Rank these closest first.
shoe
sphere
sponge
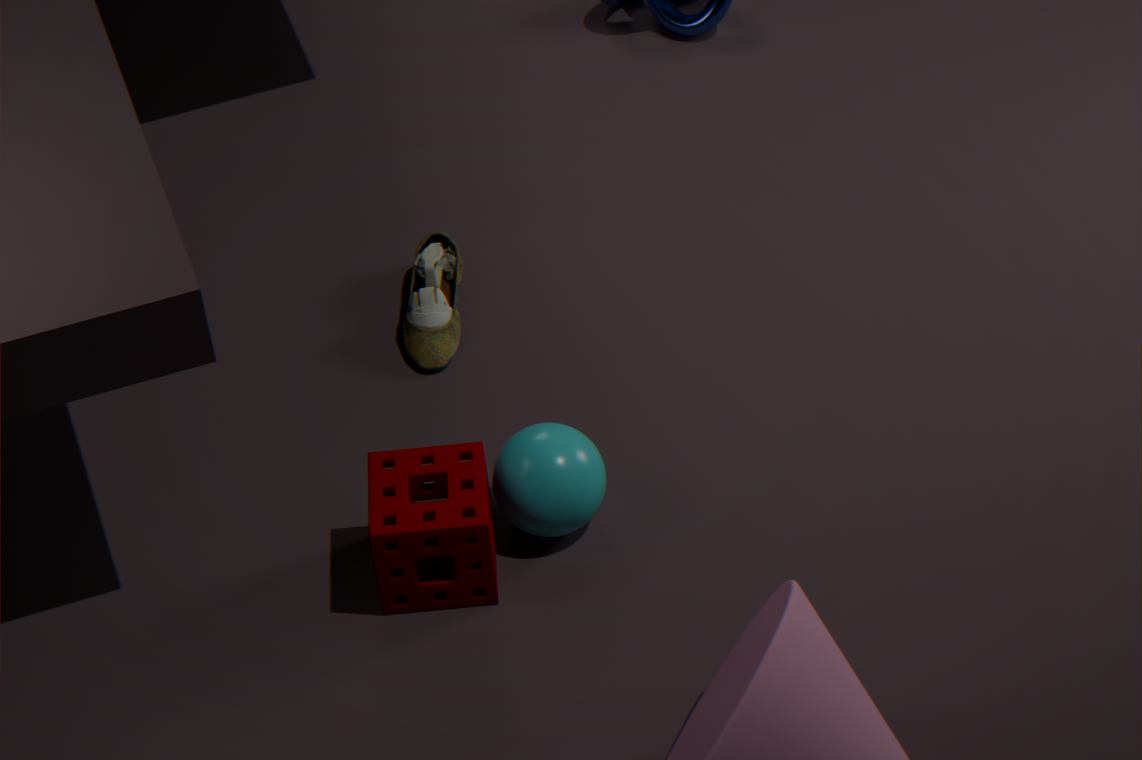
sponge
sphere
shoe
